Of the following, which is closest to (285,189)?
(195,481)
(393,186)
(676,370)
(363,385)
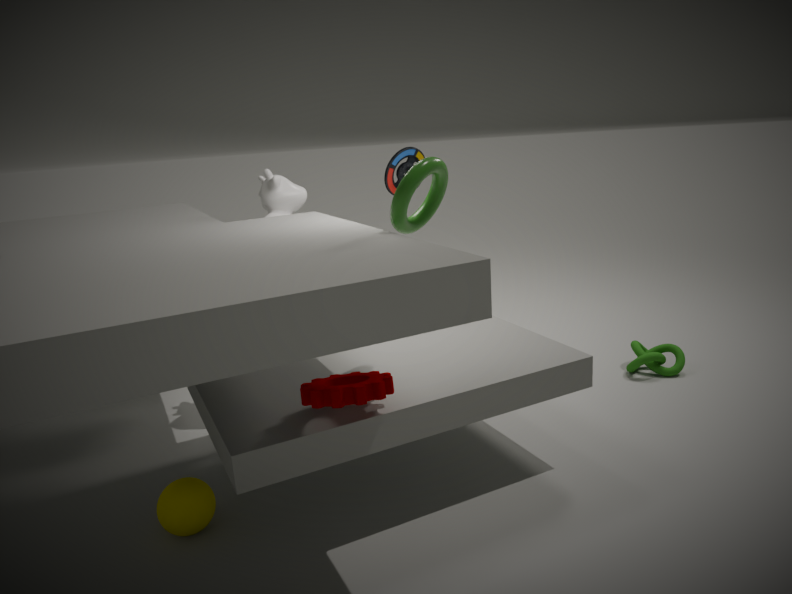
(393,186)
